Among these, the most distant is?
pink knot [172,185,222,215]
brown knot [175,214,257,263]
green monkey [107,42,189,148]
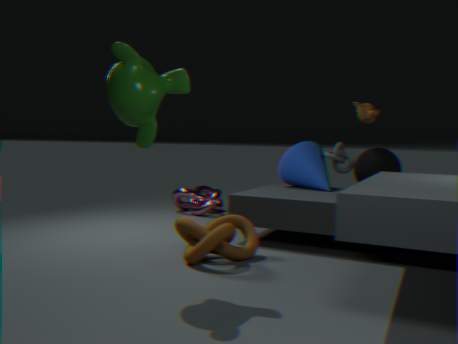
pink knot [172,185,222,215]
